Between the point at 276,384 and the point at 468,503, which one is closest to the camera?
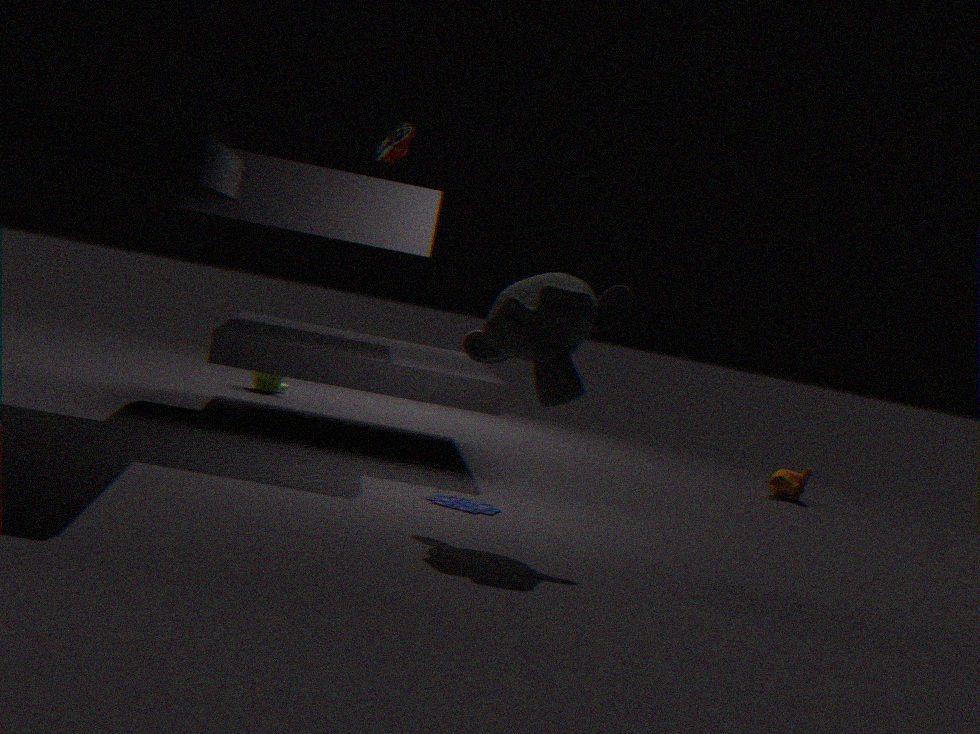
the point at 468,503
